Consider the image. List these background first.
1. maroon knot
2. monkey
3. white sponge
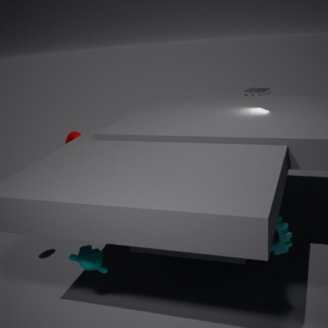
white sponge → maroon knot → monkey
